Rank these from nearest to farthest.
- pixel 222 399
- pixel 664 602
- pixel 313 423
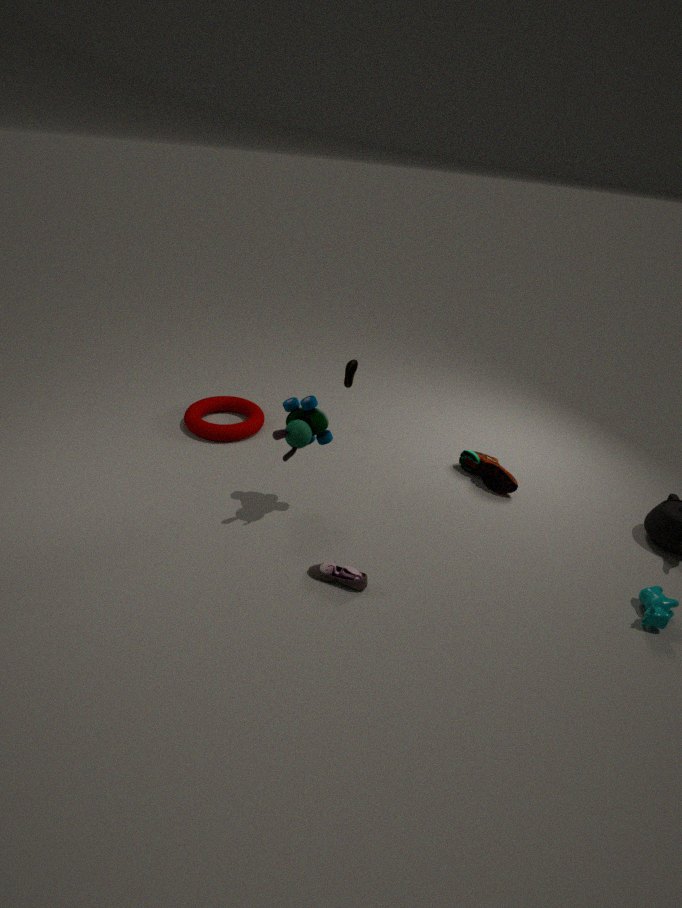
pixel 664 602 < pixel 313 423 < pixel 222 399
